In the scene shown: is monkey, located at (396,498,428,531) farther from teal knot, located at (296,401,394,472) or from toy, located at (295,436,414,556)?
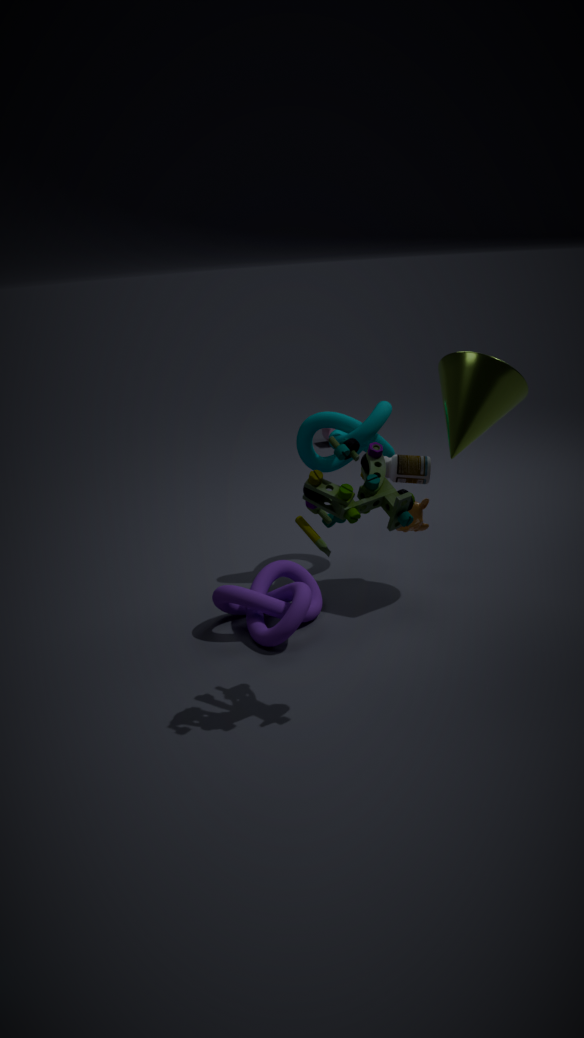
toy, located at (295,436,414,556)
